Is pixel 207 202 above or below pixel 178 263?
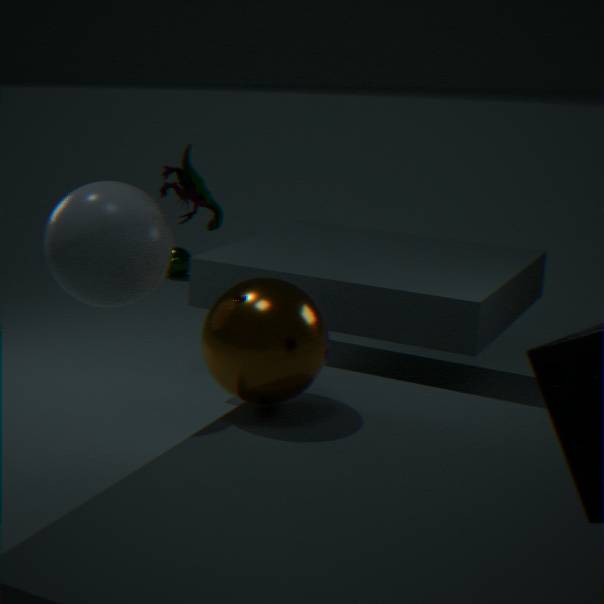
above
